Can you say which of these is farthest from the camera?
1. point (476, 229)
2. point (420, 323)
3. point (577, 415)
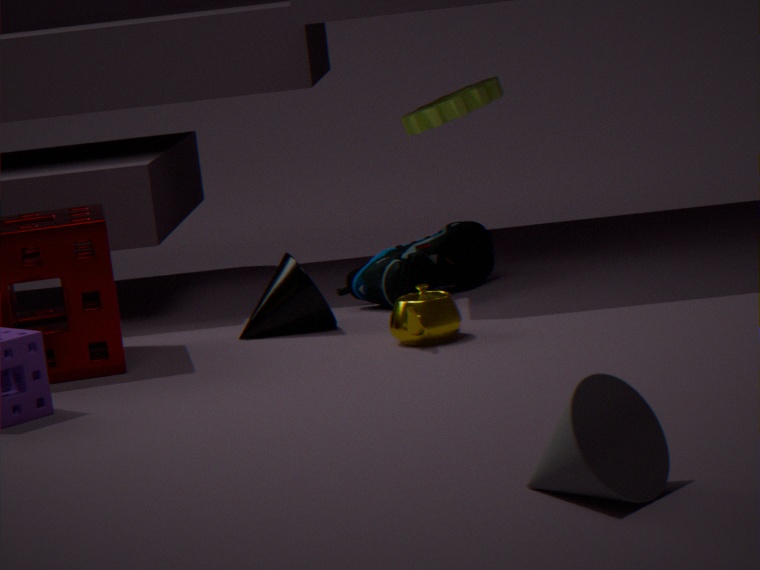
point (476, 229)
